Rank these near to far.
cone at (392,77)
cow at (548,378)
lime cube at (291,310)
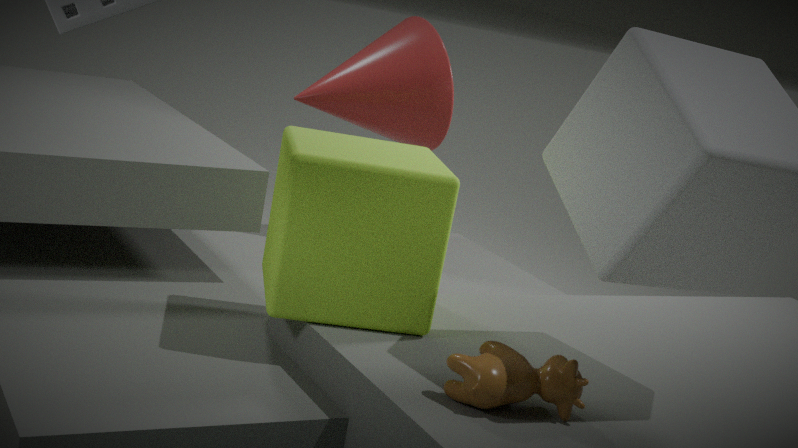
cow at (548,378)
lime cube at (291,310)
cone at (392,77)
